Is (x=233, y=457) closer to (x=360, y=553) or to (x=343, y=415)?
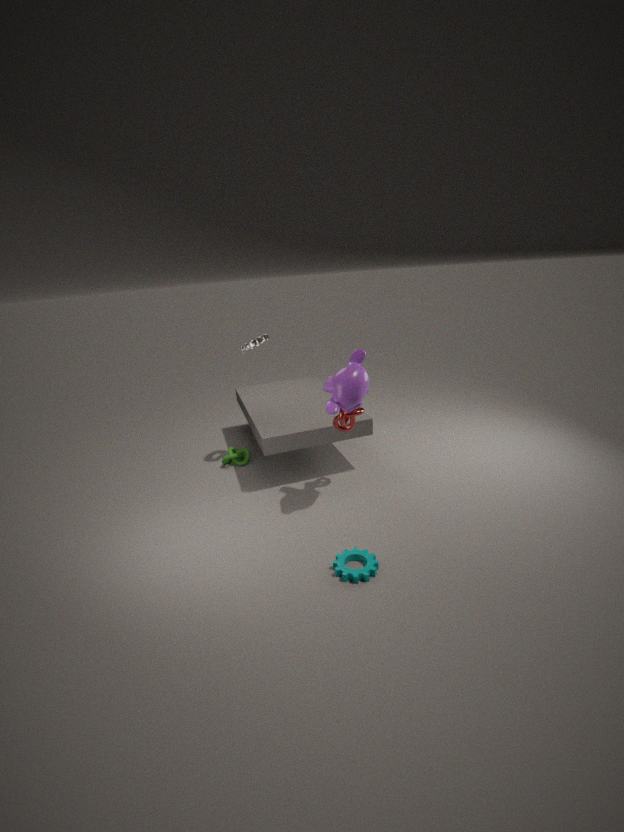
(x=343, y=415)
